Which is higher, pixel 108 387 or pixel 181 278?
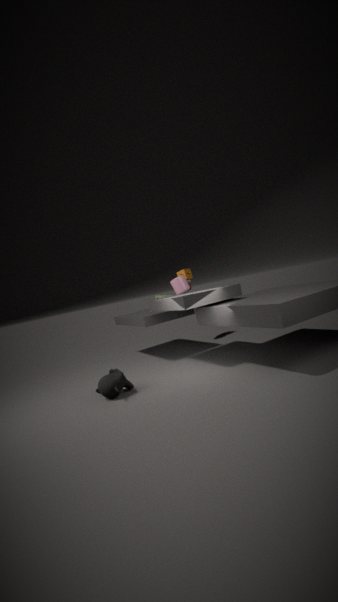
pixel 181 278
